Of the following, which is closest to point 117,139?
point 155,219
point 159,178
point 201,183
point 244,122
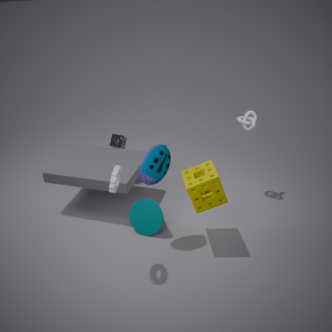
point 155,219
